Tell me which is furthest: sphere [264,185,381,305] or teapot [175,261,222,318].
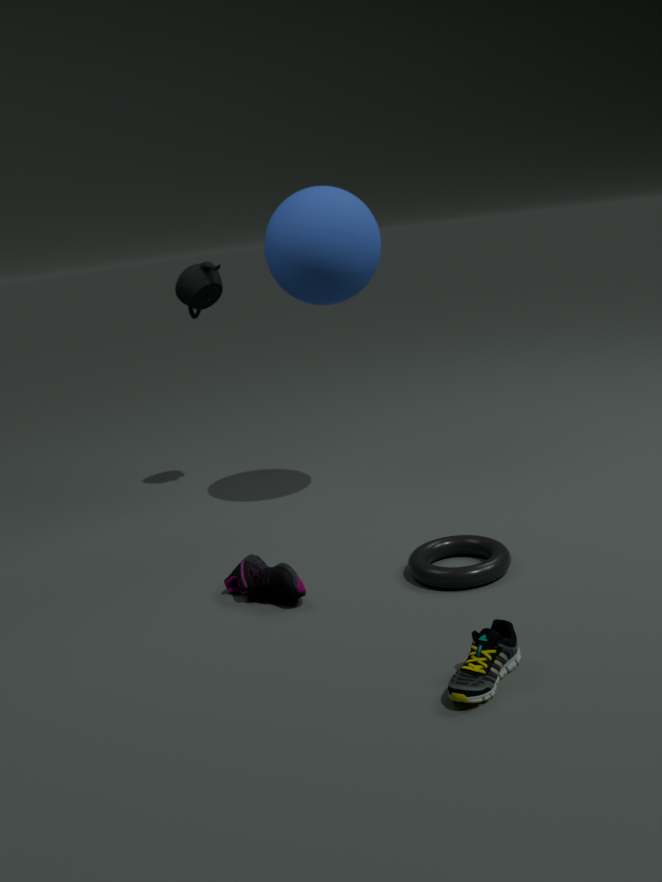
teapot [175,261,222,318]
